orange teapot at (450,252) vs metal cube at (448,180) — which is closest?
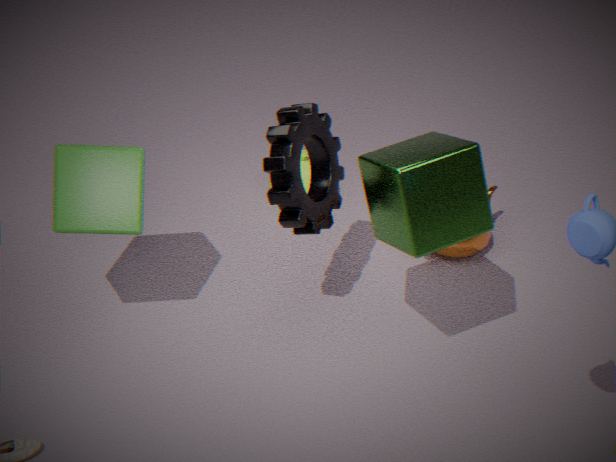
metal cube at (448,180)
